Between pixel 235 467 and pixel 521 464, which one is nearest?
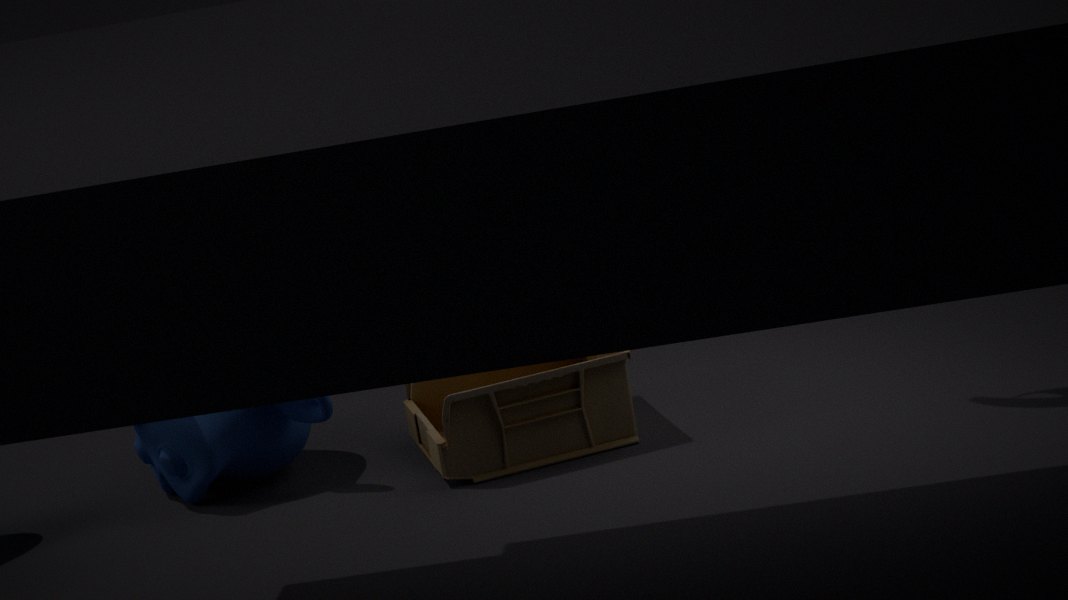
pixel 521 464
